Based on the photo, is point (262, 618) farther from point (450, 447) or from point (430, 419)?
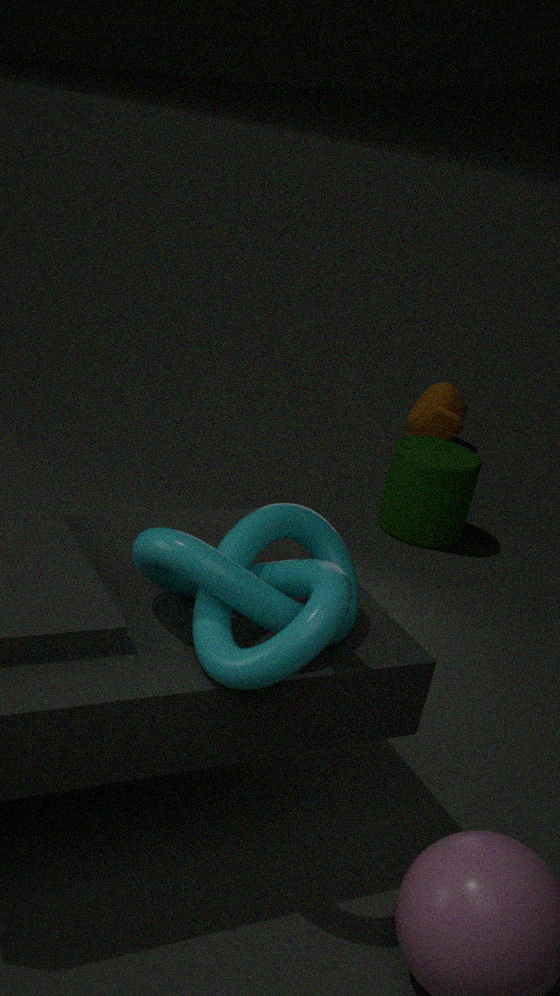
point (430, 419)
